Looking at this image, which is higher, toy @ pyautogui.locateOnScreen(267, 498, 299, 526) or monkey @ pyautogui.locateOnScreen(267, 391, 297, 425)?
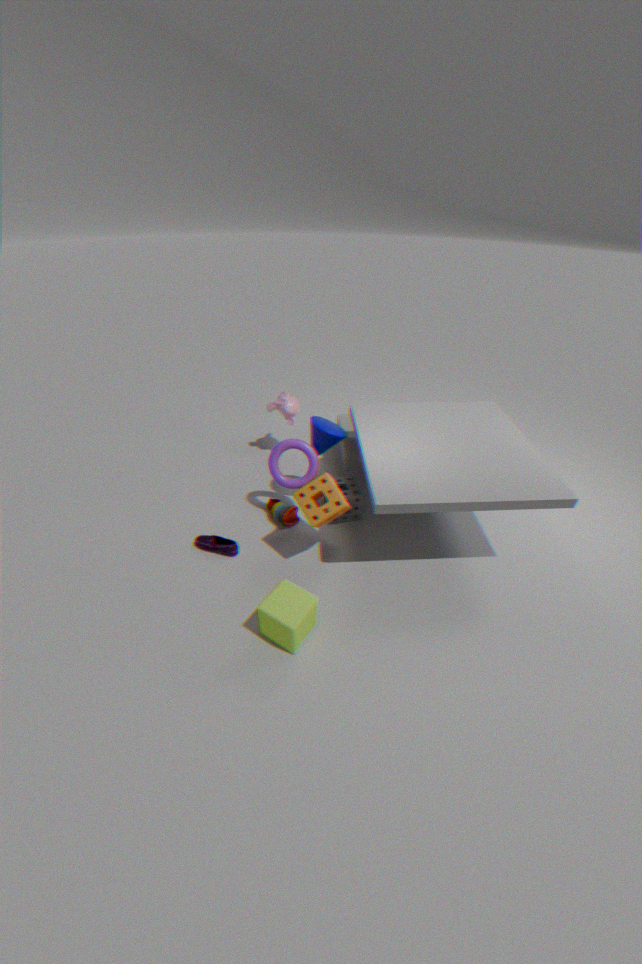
monkey @ pyautogui.locateOnScreen(267, 391, 297, 425)
